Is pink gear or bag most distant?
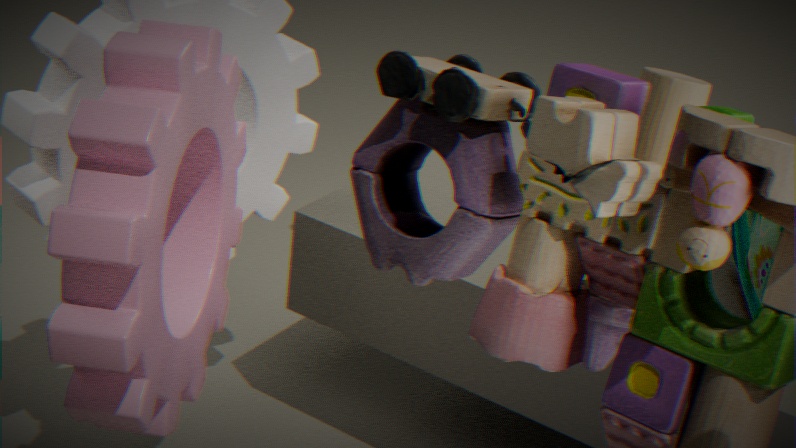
bag
